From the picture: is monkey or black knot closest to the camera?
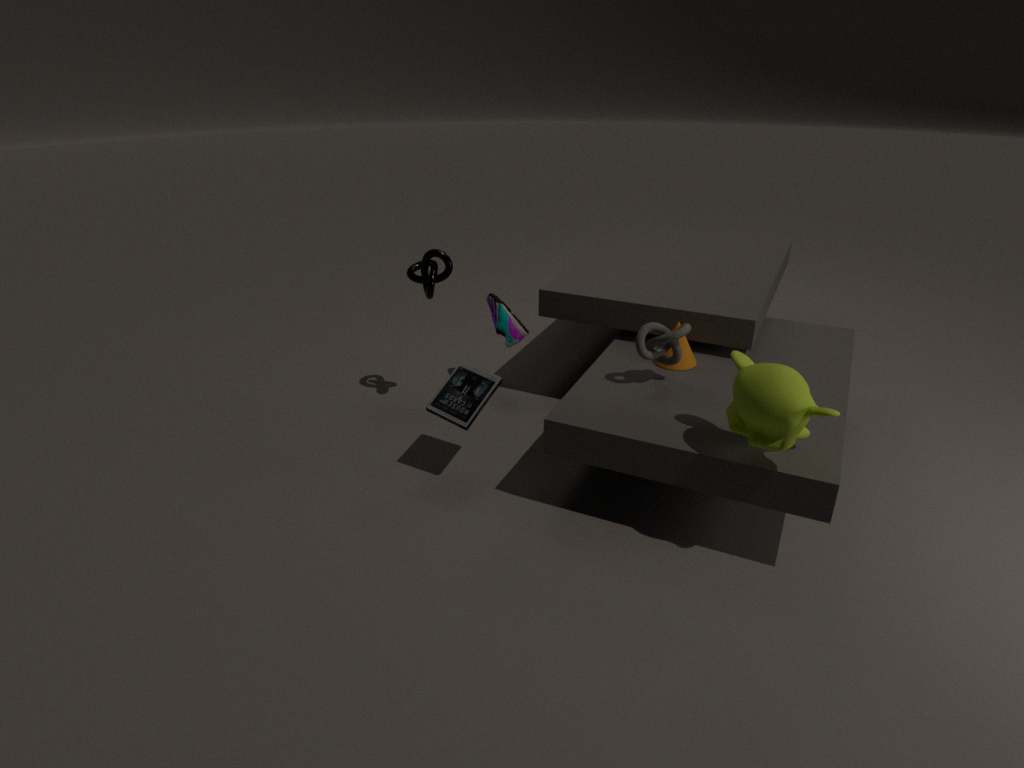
monkey
